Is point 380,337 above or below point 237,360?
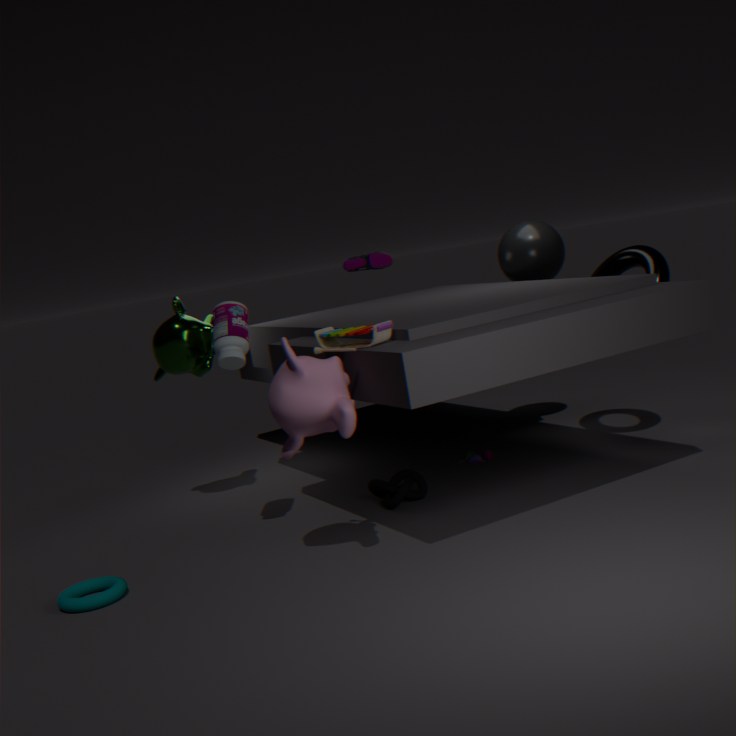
below
